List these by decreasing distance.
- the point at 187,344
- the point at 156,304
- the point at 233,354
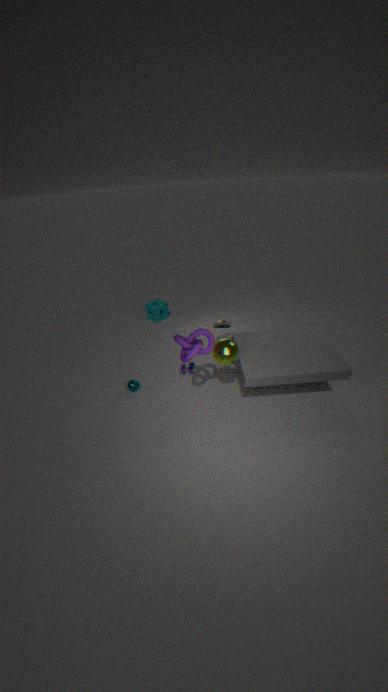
the point at 156,304
the point at 233,354
the point at 187,344
